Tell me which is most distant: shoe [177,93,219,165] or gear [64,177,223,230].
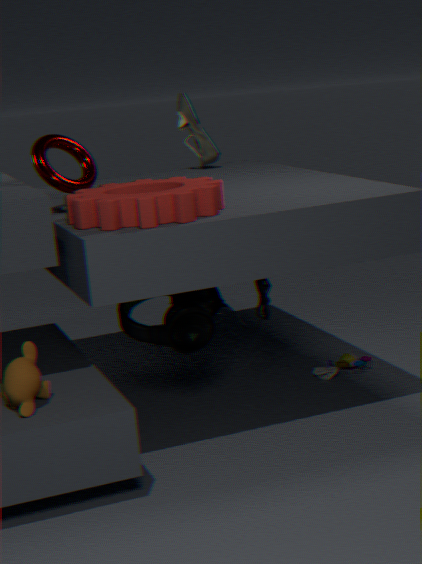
shoe [177,93,219,165]
